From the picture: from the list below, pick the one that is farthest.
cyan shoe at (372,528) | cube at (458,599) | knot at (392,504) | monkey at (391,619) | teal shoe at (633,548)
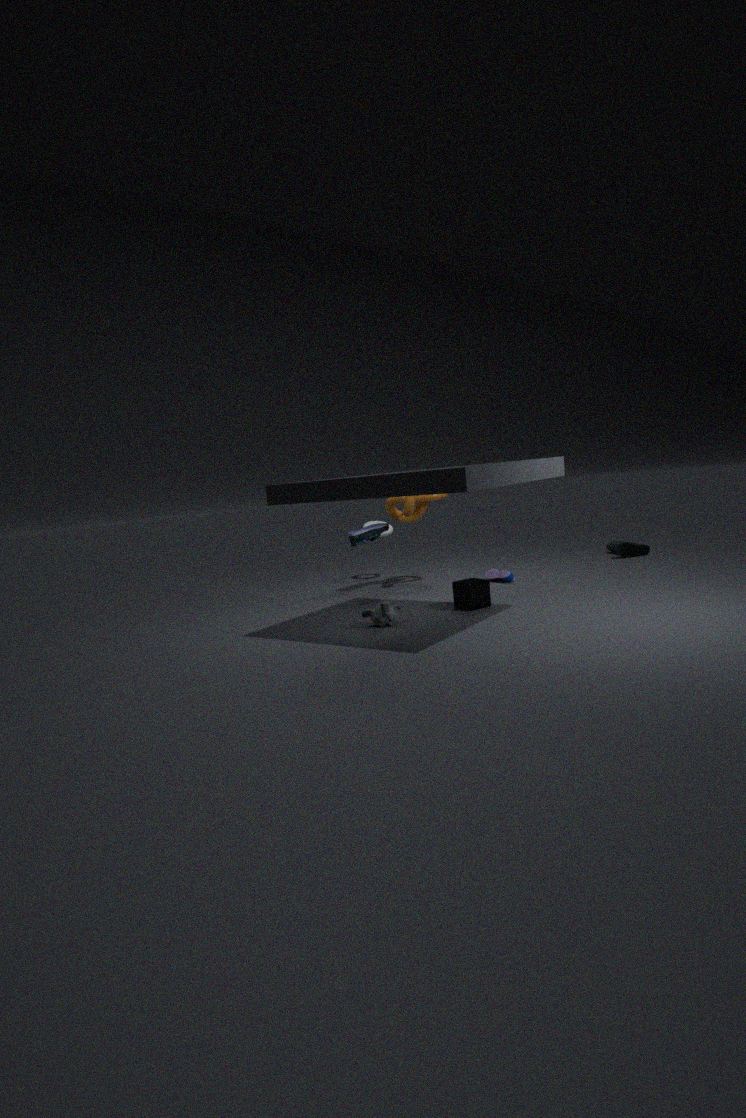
teal shoe at (633,548)
